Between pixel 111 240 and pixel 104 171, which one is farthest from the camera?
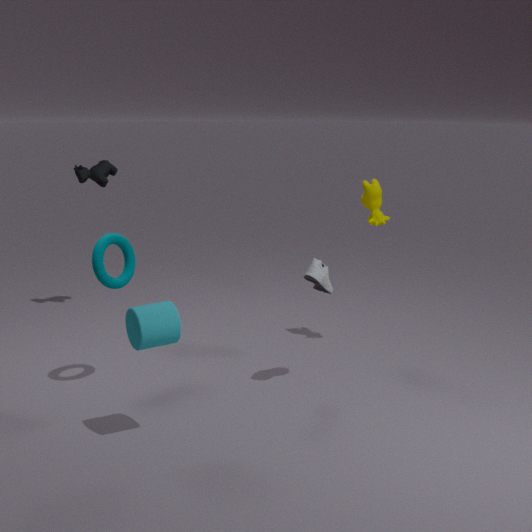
pixel 104 171
